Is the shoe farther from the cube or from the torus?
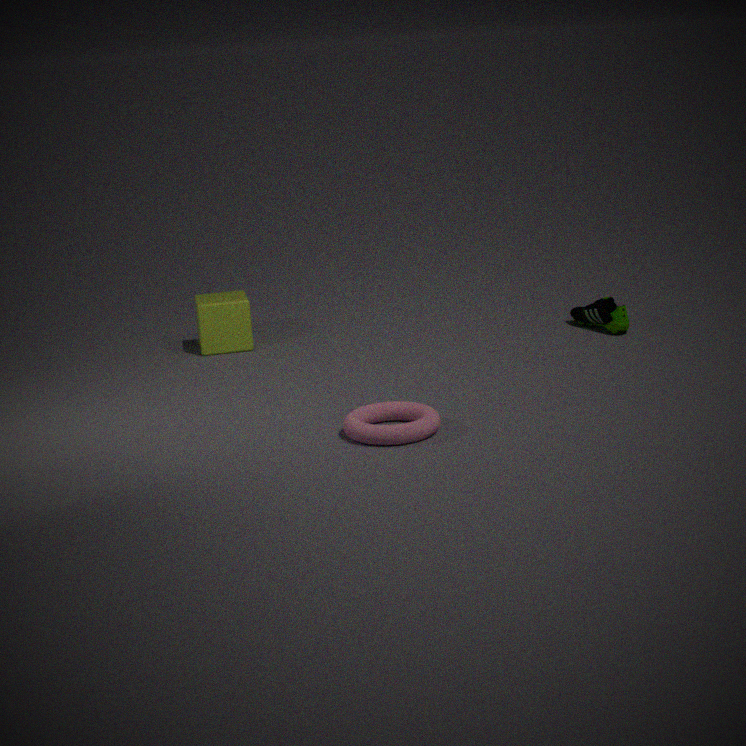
the cube
